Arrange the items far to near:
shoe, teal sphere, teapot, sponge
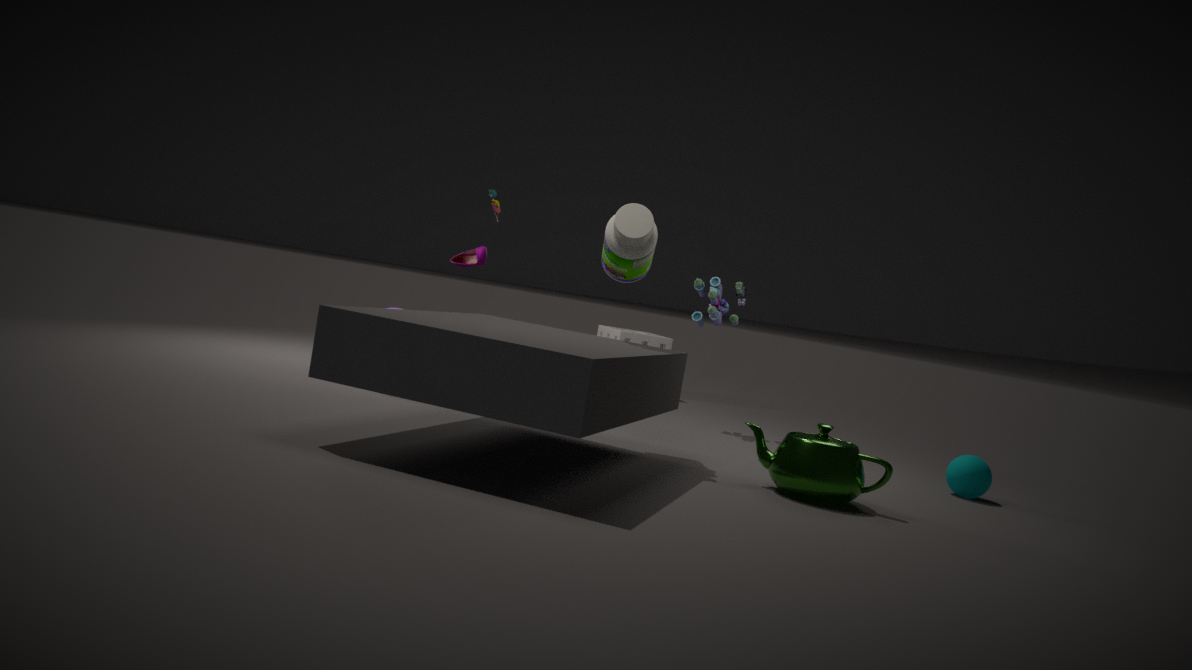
sponge < shoe < teal sphere < teapot
